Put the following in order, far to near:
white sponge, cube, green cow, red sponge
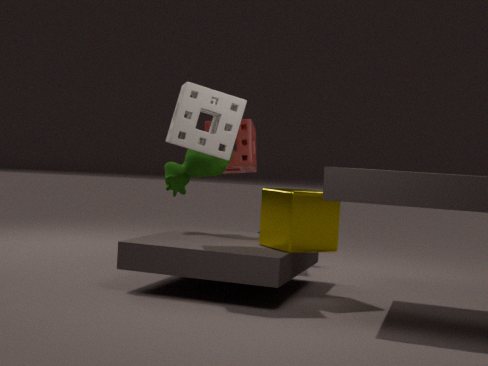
red sponge < green cow < cube < white sponge
